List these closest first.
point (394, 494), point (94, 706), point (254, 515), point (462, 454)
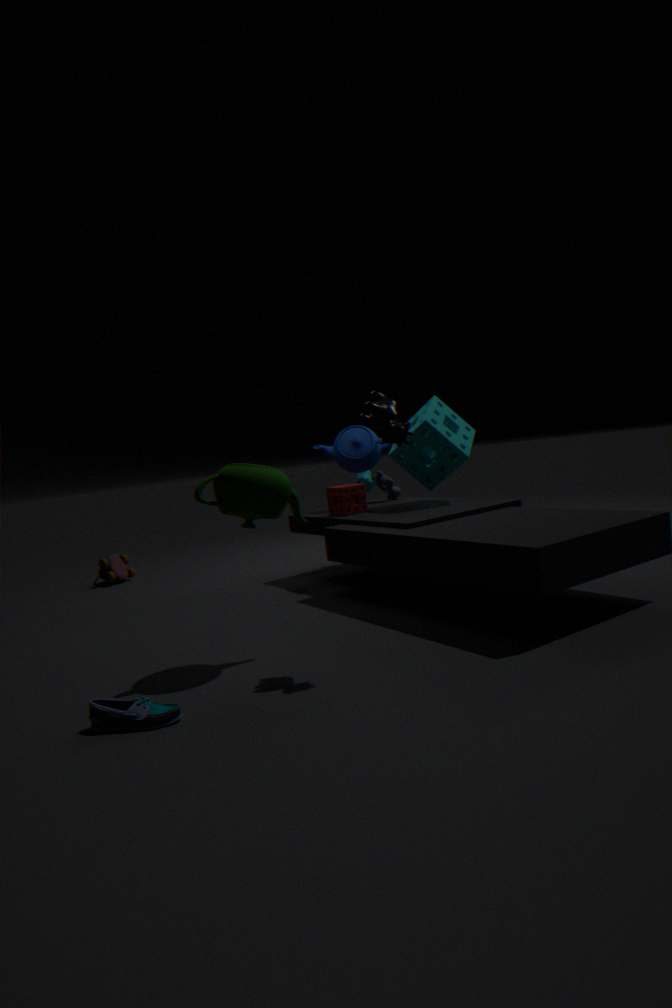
point (94, 706), point (254, 515), point (462, 454), point (394, 494)
